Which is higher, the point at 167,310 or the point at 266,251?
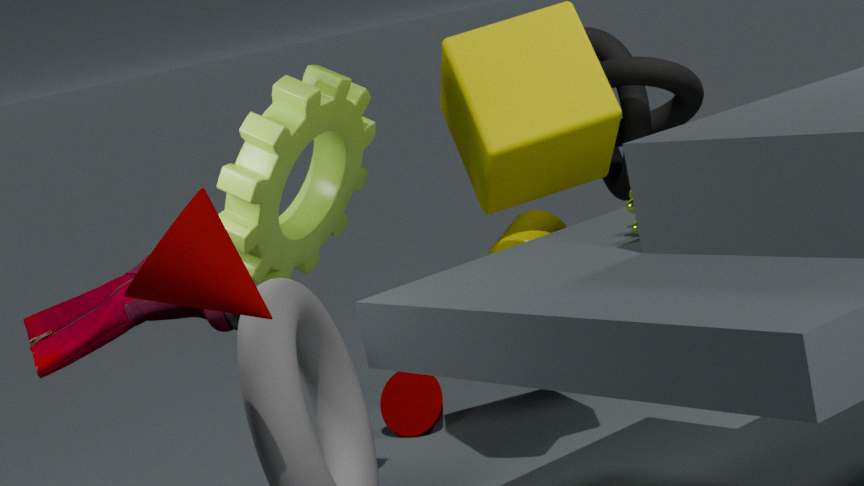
the point at 266,251
